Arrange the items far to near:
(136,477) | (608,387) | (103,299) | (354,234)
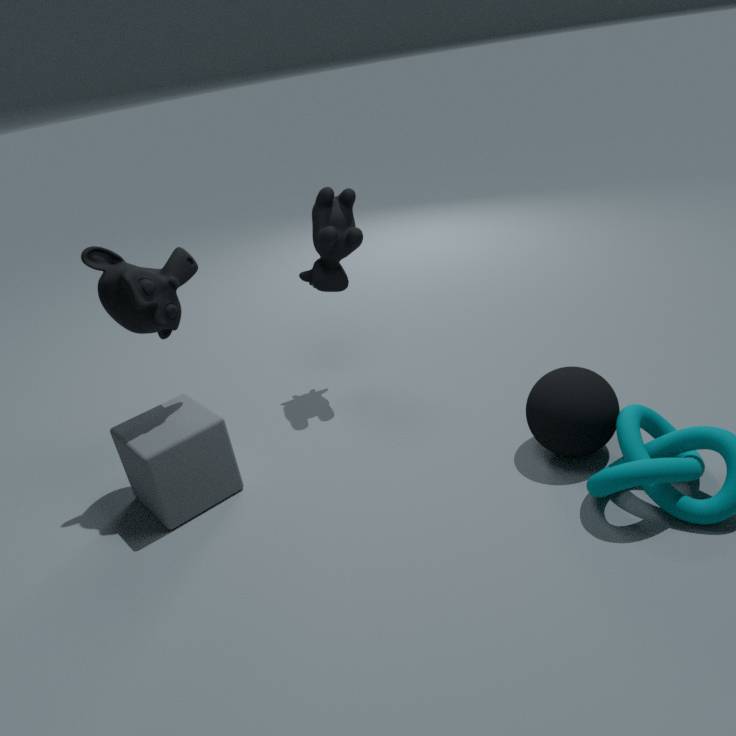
1. (354,234)
2. (136,477)
3. (103,299)
4. (608,387)
